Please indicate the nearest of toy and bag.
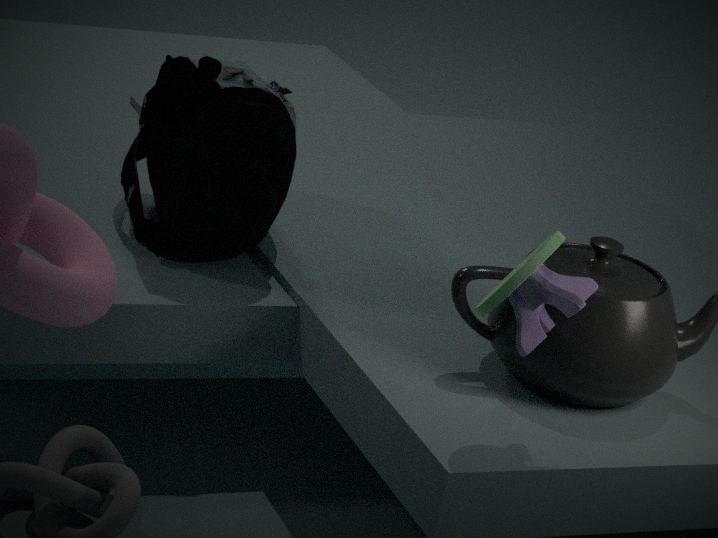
toy
